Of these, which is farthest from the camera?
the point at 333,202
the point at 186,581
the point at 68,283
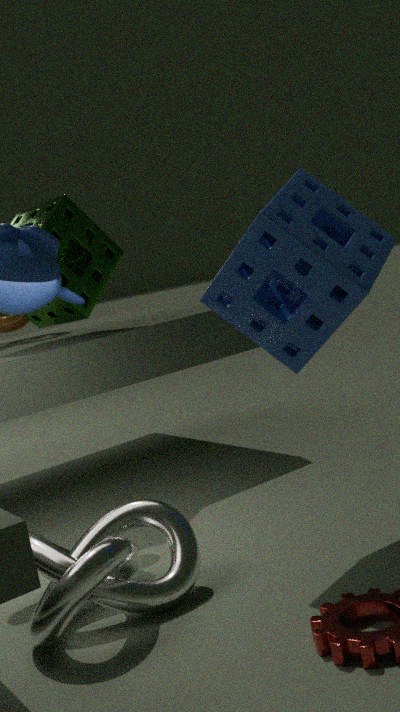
the point at 68,283
